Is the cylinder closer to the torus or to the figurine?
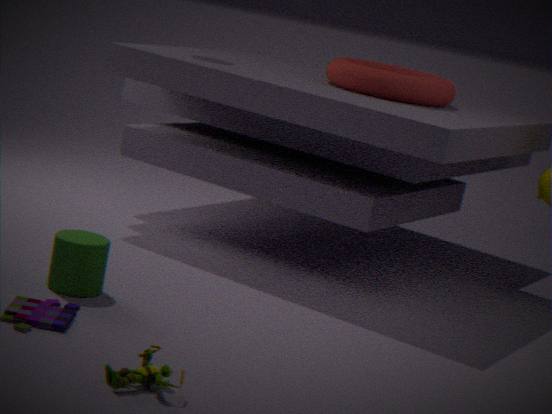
the figurine
